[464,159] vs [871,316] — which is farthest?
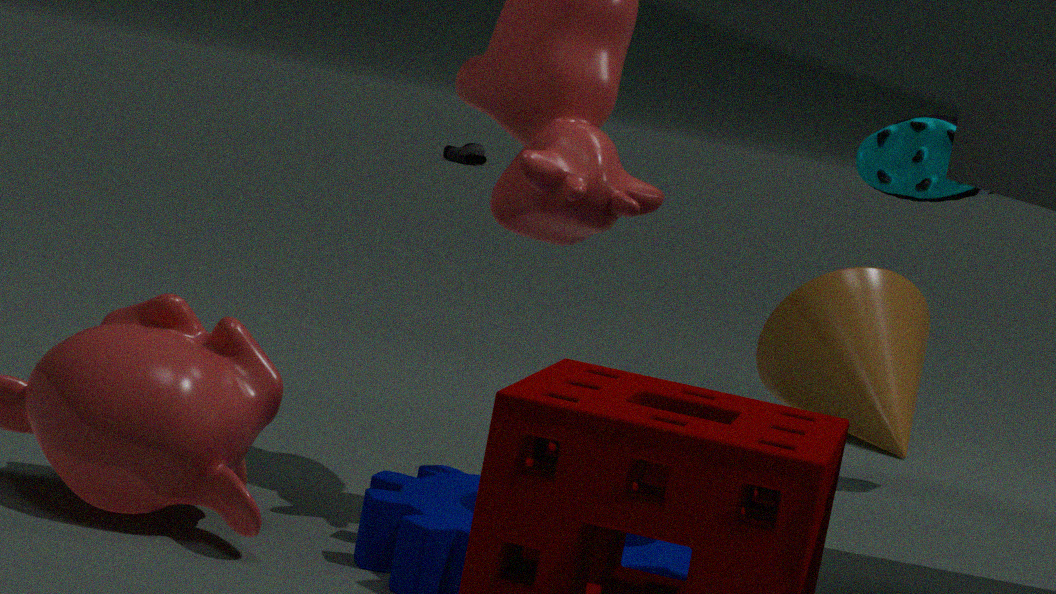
[464,159]
